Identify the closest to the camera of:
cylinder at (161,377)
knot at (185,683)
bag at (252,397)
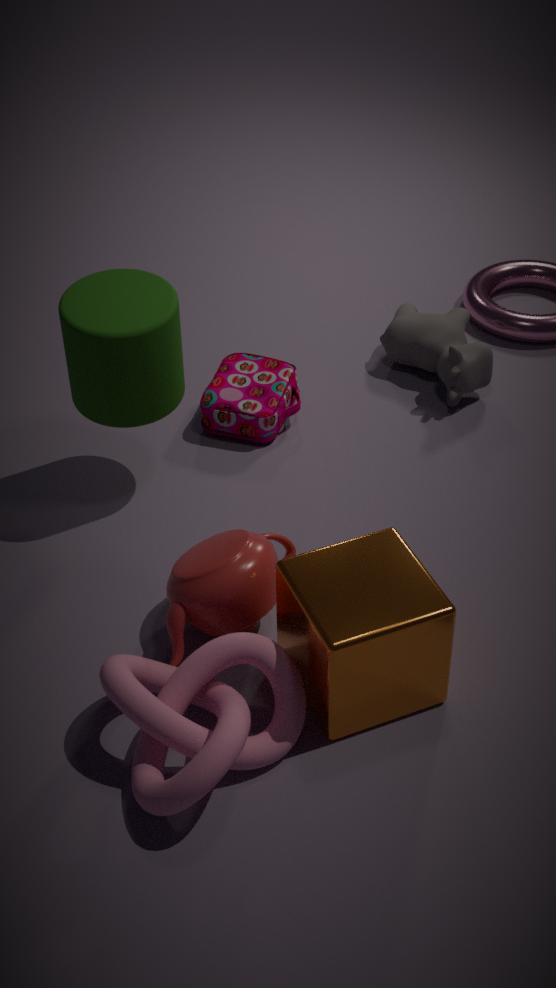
knot at (185,683)
